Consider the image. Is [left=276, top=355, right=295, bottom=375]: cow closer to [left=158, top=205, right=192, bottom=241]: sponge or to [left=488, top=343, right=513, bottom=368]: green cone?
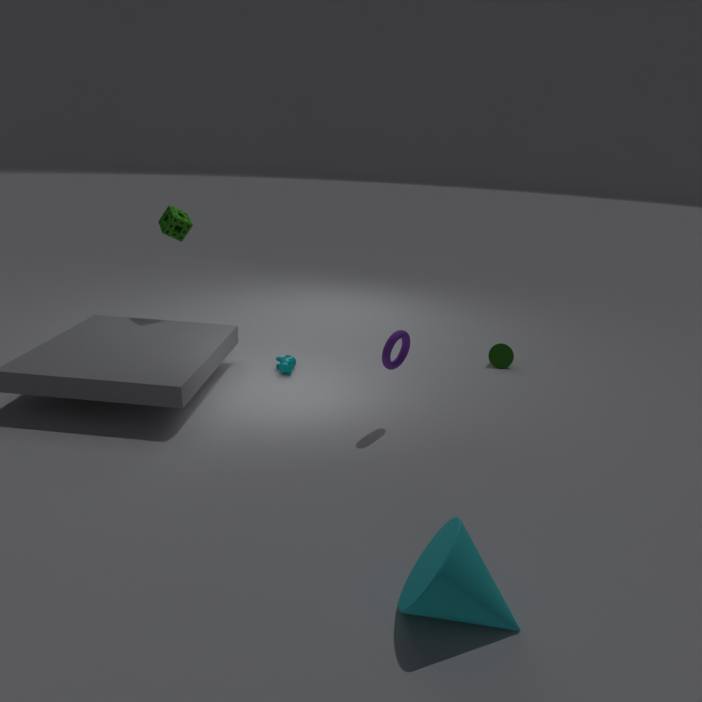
[left=158, top=205, right=192, bottom=241]: sponge
